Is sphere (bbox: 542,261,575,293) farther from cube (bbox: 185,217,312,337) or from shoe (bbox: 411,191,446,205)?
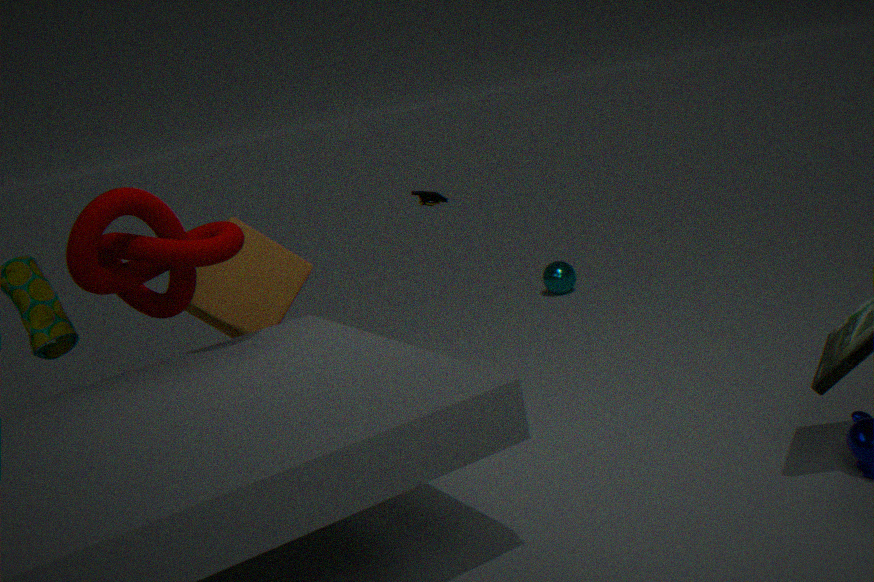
shoe (bbox: 411,191,446,205)
